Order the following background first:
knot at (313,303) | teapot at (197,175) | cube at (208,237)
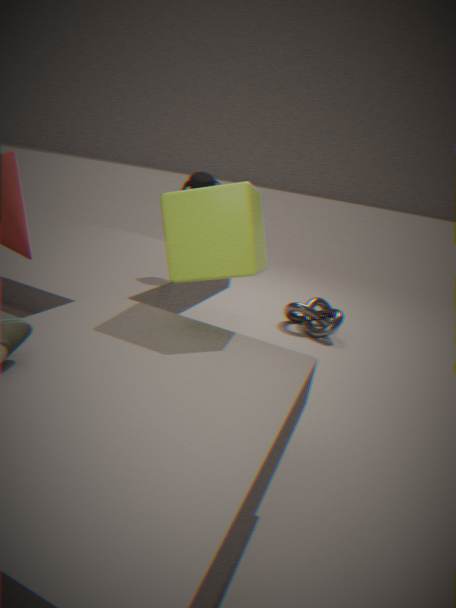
knot at (313,303), teapot at (197,175), cube at (208,237)
